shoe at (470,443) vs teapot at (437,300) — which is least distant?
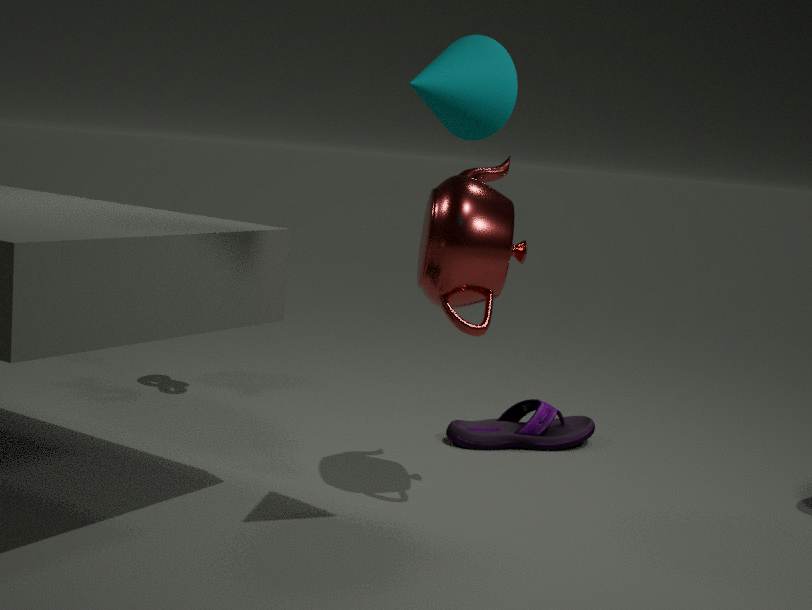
teapot at (437,300)
